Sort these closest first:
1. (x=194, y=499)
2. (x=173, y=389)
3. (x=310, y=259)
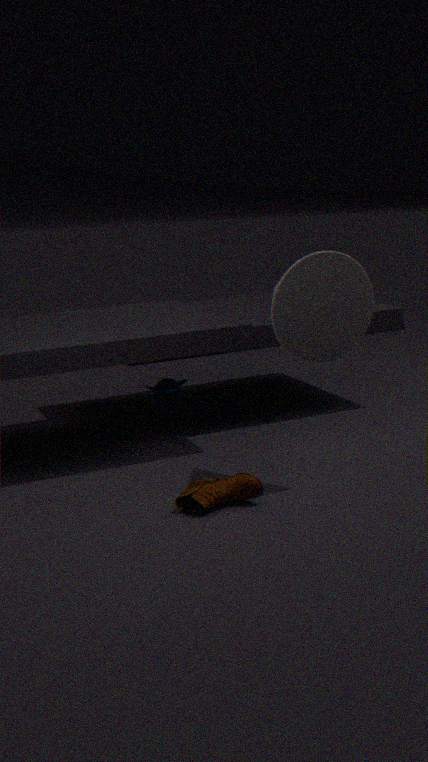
(x=310, y=259), (x=194, y=499), (x=173, y=389)
